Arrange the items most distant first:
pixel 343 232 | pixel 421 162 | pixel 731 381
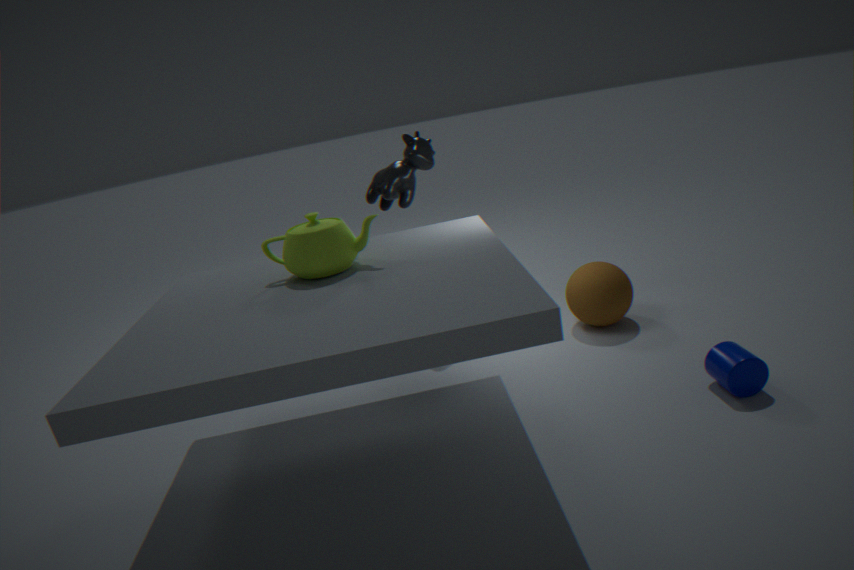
1. pixel 421 162
2. pixel 343 232
3. pixel 731 381
